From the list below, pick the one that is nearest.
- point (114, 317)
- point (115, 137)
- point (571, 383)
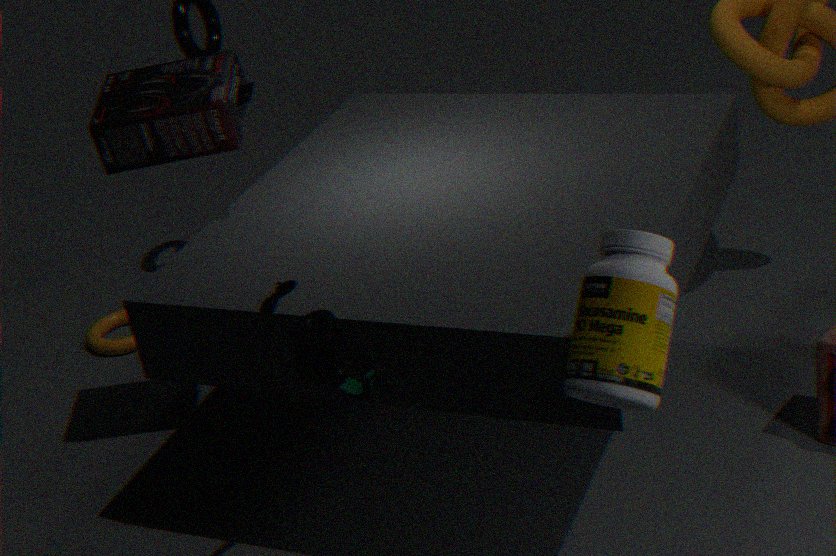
point (571, 383)
